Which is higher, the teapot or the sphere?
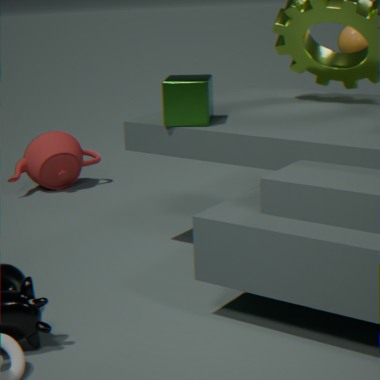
the sphere
